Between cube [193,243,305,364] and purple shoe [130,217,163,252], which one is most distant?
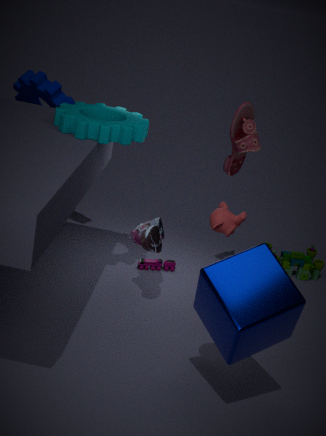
purple shoe [130,217,163,252]
